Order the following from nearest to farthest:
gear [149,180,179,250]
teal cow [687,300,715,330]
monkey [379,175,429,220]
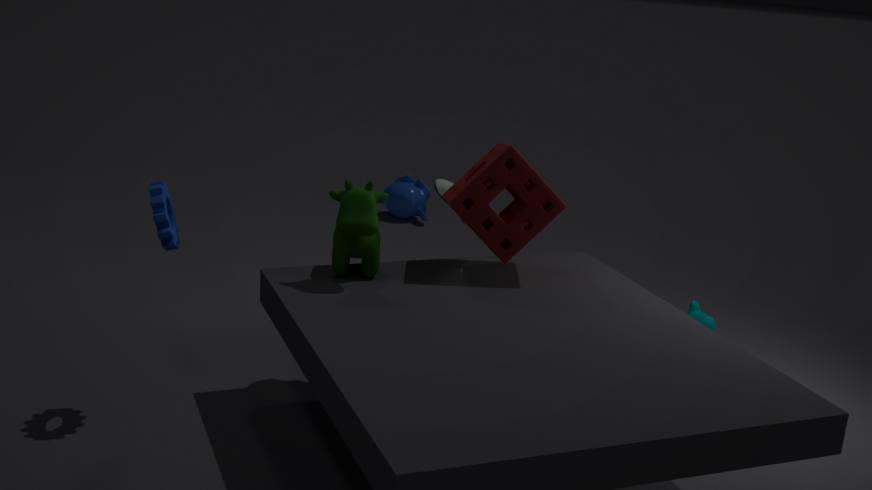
gear [149,180,179,250] → teal cow [687,300,715,330] → monkey [379,175,429,220]
